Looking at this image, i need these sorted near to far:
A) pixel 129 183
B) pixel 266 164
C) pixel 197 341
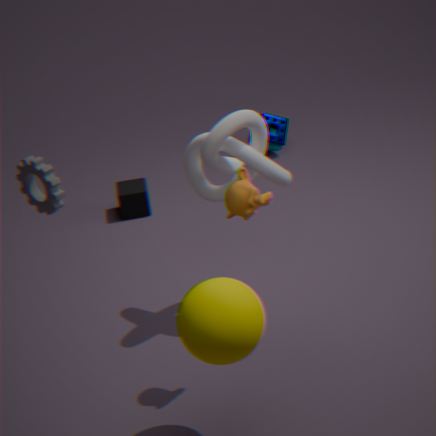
pixel 197 341, pixel 266 164, pixel 129 183
